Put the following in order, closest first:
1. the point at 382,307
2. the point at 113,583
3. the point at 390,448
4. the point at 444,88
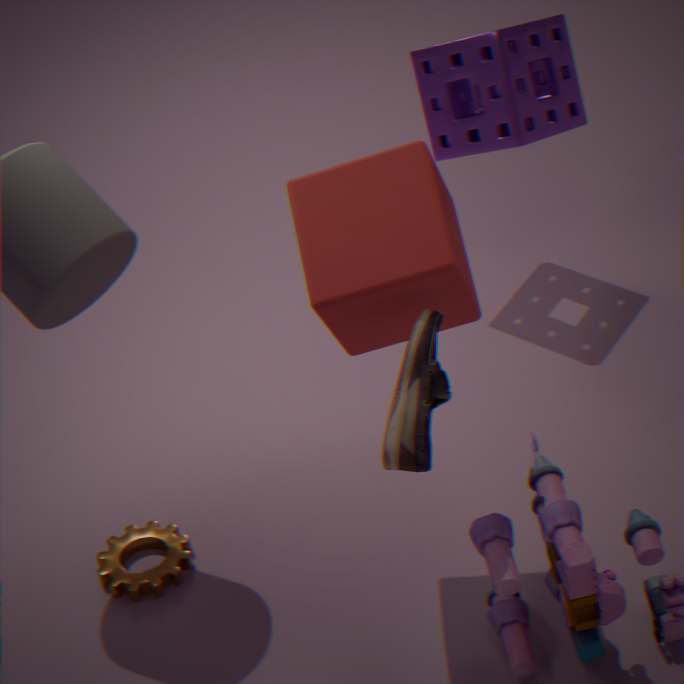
the point at 390,448 < the point at 382,307 < the point at 113,583 < the point at 444,88
